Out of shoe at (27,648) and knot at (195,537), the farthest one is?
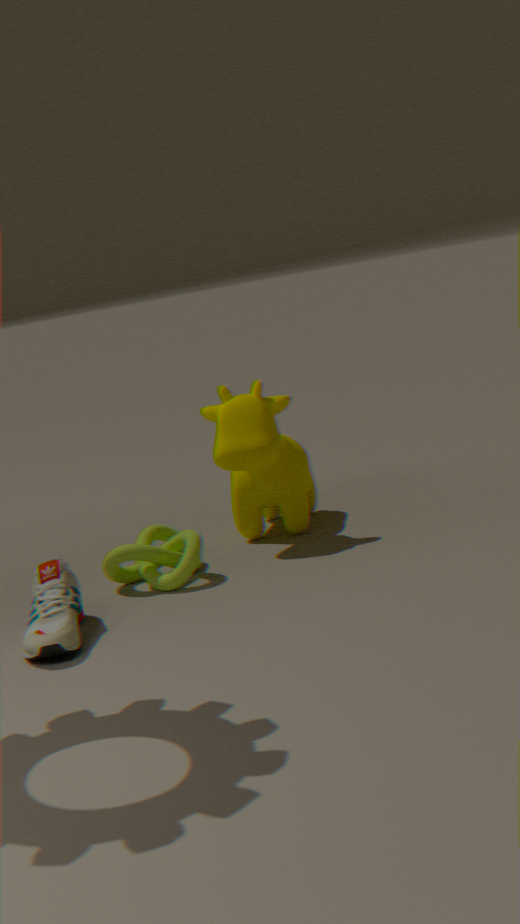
knot at (195,537)
